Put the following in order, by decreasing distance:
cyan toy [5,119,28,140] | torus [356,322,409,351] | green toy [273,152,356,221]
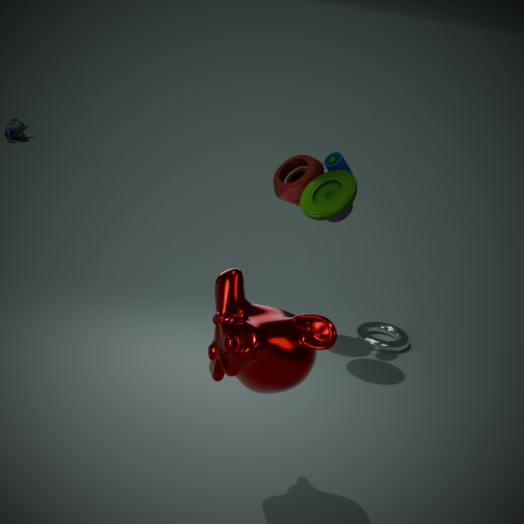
cyan toy [5,119,28,140], torus [356,322,409,351], green toy [273,152,356,221]
